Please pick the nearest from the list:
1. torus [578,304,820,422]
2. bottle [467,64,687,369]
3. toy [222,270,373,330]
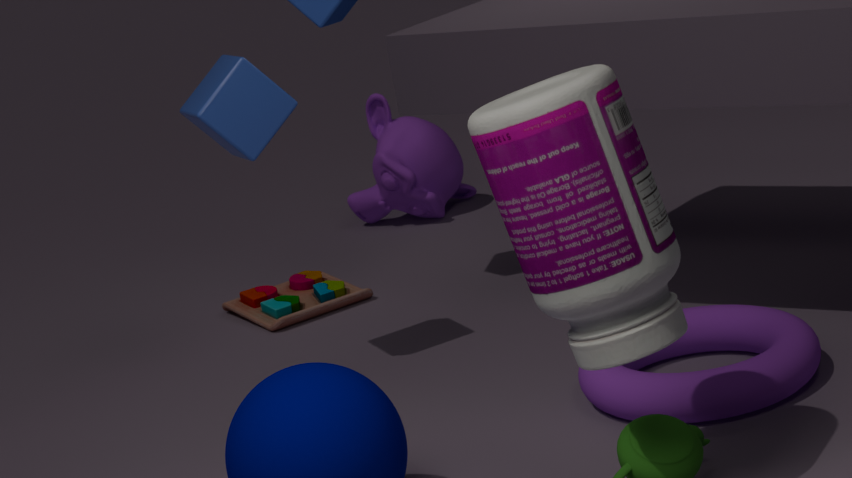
bottle [467,64,687,369]
